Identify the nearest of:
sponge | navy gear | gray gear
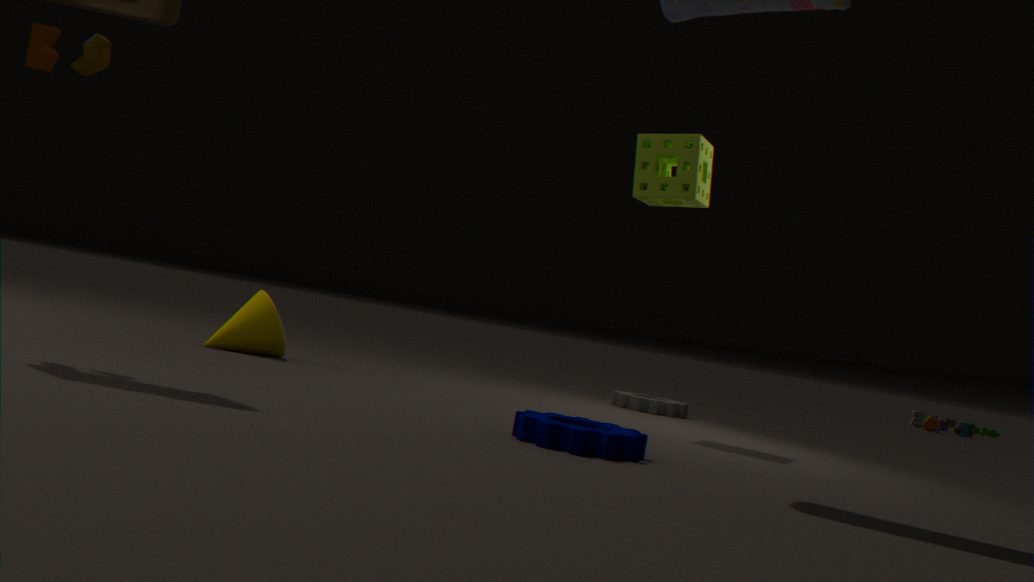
navy gear
